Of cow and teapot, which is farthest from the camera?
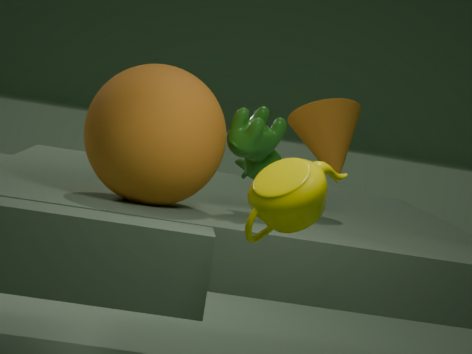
cow
